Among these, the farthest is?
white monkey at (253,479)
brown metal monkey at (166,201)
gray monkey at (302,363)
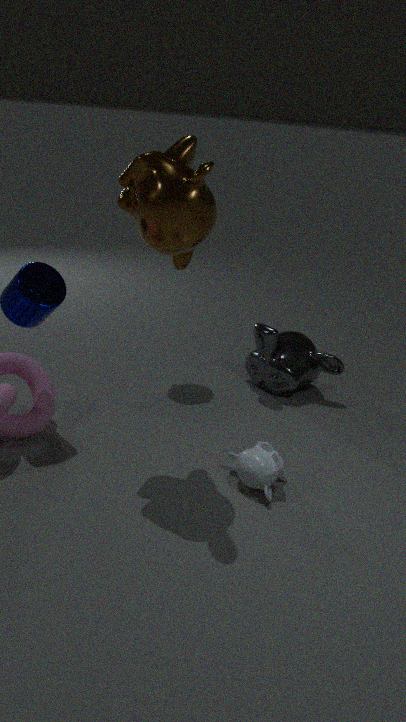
gray monkey at (302,363)
